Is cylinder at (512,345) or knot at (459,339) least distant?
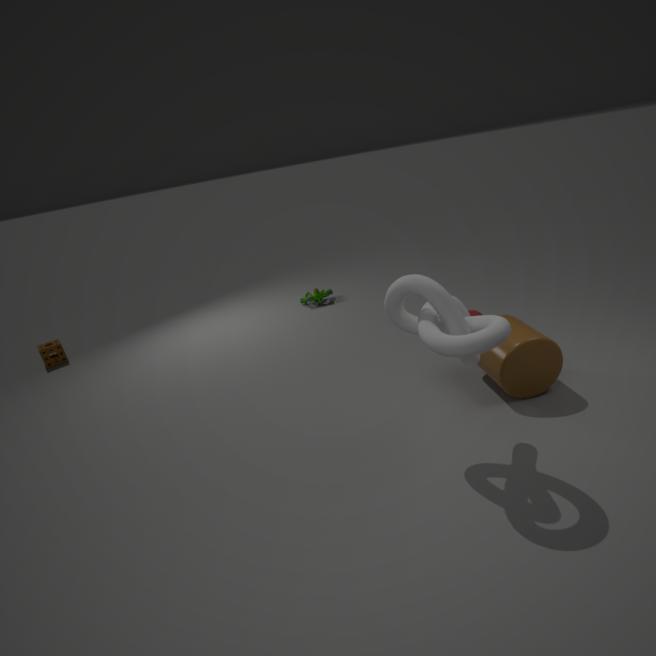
knot at (459,339)
